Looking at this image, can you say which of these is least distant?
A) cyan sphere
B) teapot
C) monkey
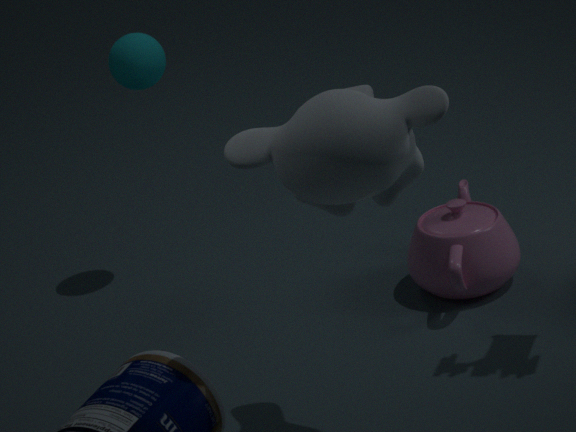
monkey
